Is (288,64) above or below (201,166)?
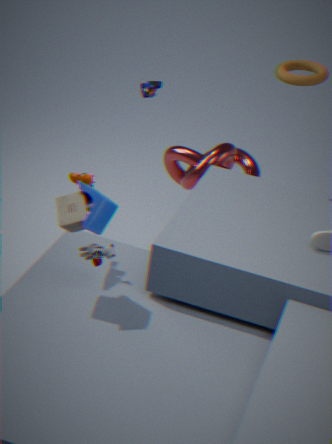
above
